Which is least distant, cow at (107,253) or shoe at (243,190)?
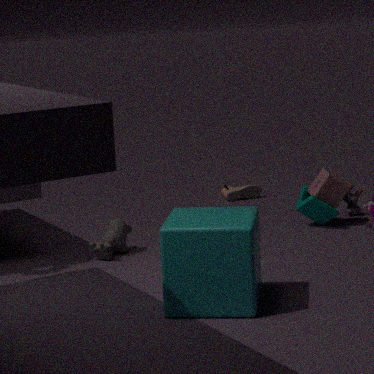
cow at (107,253)
